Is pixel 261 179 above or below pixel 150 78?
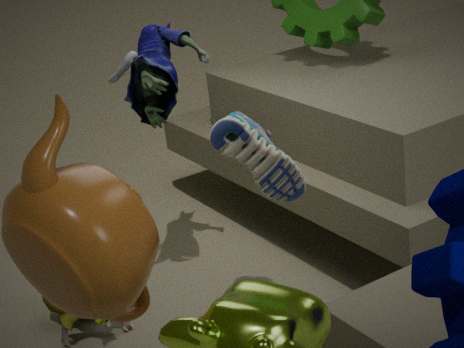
below
